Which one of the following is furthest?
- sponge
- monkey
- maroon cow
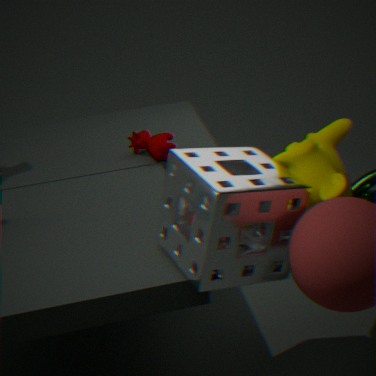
maroon cow
